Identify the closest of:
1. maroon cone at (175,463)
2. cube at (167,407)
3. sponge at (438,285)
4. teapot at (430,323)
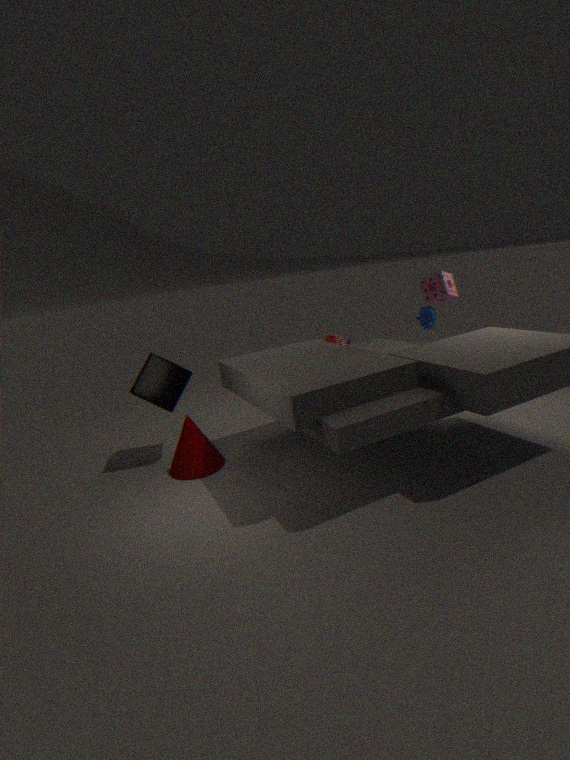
sponge at (438,285)
